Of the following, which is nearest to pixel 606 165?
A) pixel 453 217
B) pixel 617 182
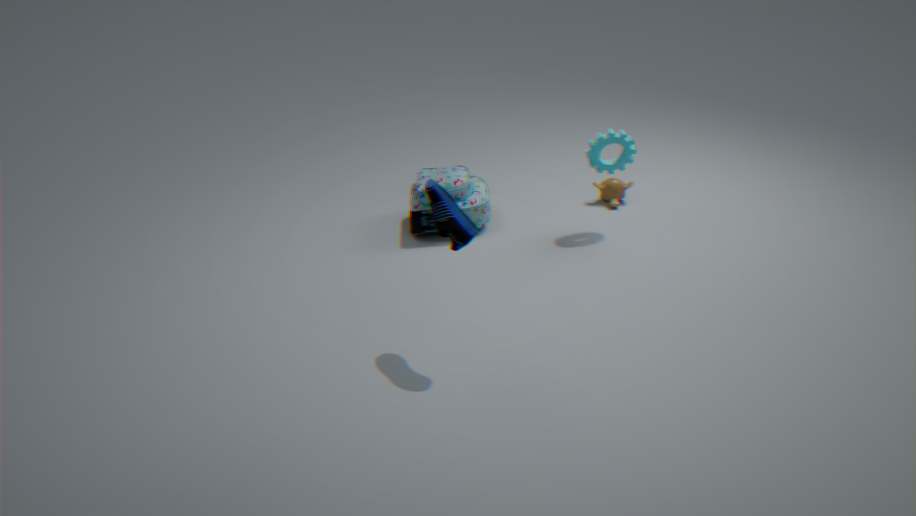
pixel 617 182
